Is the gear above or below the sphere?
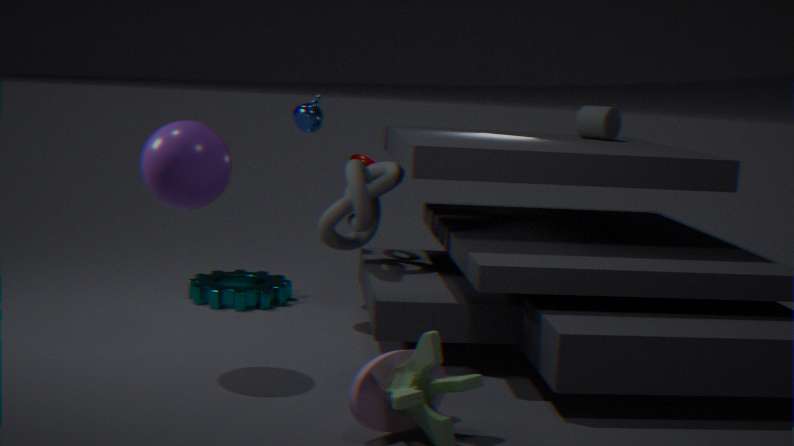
below
